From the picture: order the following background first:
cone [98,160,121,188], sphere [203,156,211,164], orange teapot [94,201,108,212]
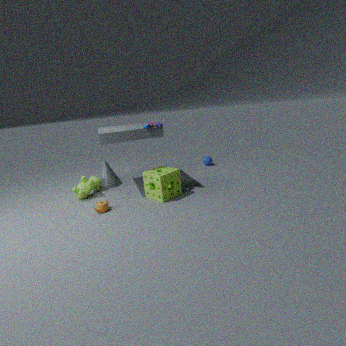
1. sphere [203,156,211,164]
2. cone [98,160,121,188]
3. orange teapot [94,201,108,212]
